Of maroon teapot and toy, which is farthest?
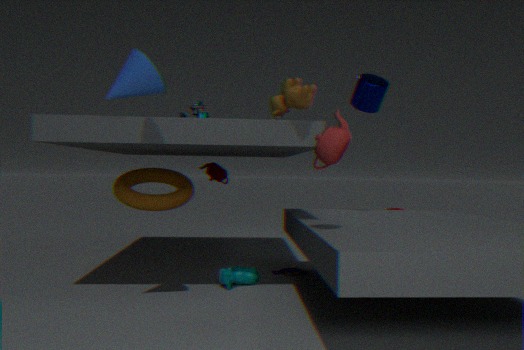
maroon teapot
